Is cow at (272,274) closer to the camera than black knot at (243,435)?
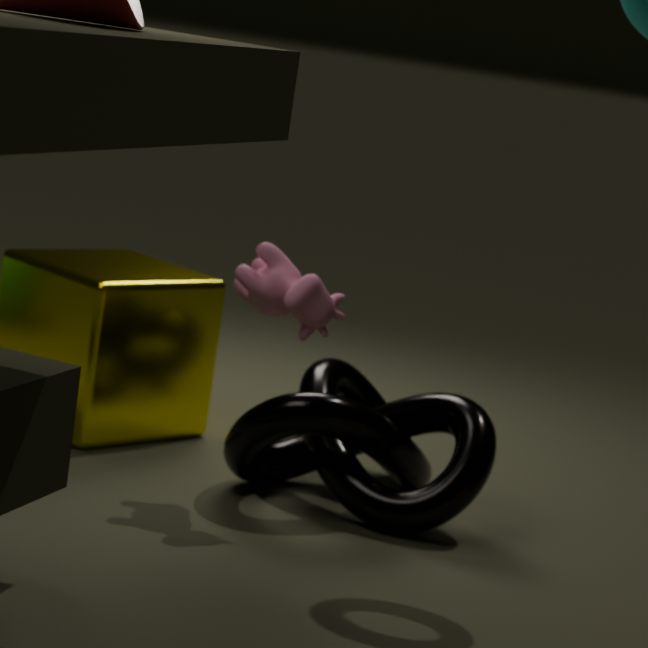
Yes
